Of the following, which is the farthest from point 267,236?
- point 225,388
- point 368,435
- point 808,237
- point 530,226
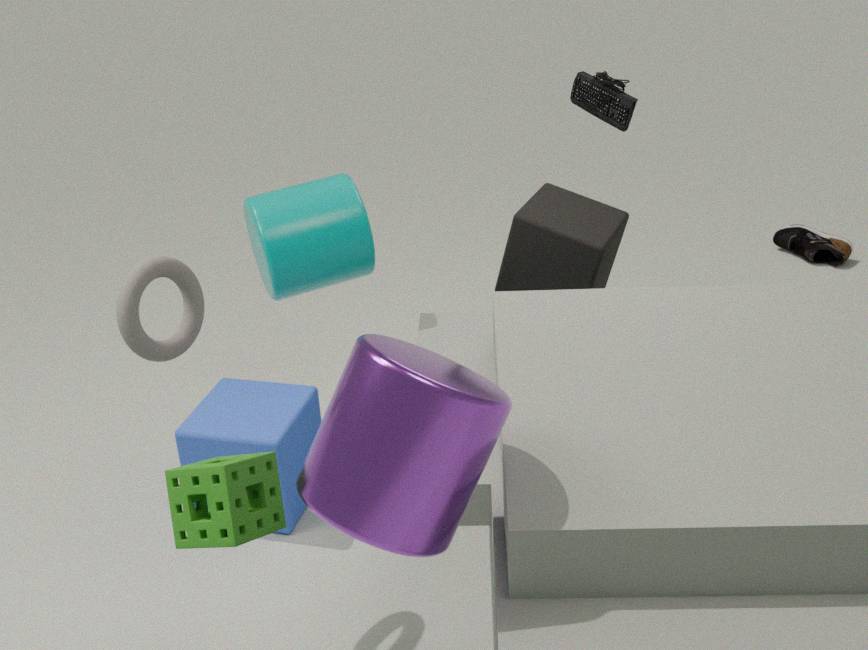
point 808,237
